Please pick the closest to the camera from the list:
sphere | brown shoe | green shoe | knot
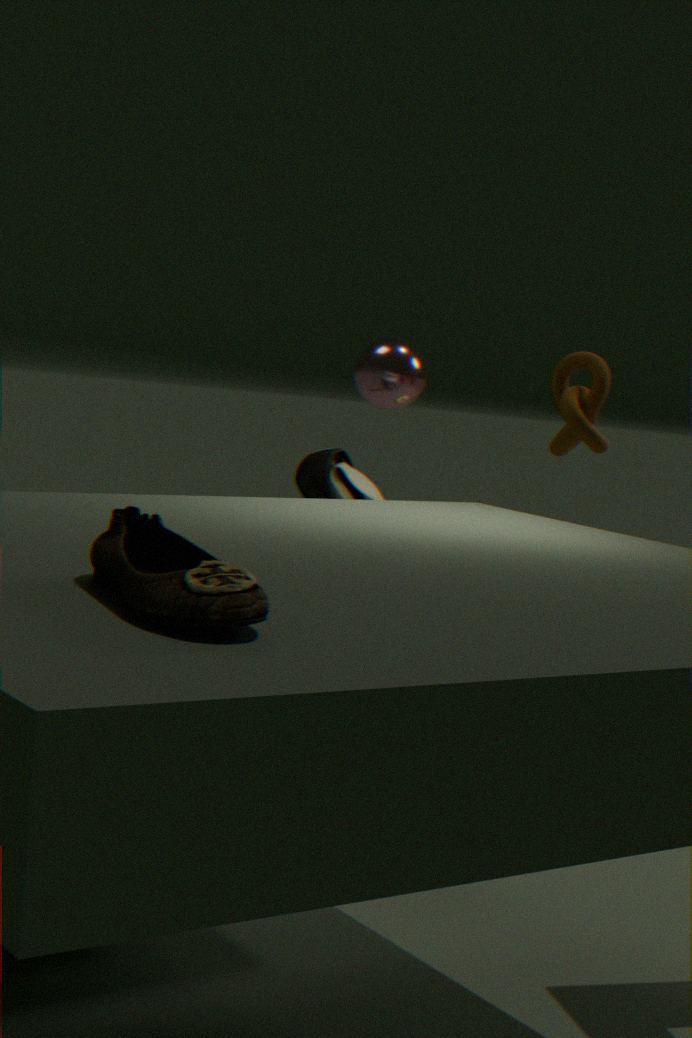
brown shoe
